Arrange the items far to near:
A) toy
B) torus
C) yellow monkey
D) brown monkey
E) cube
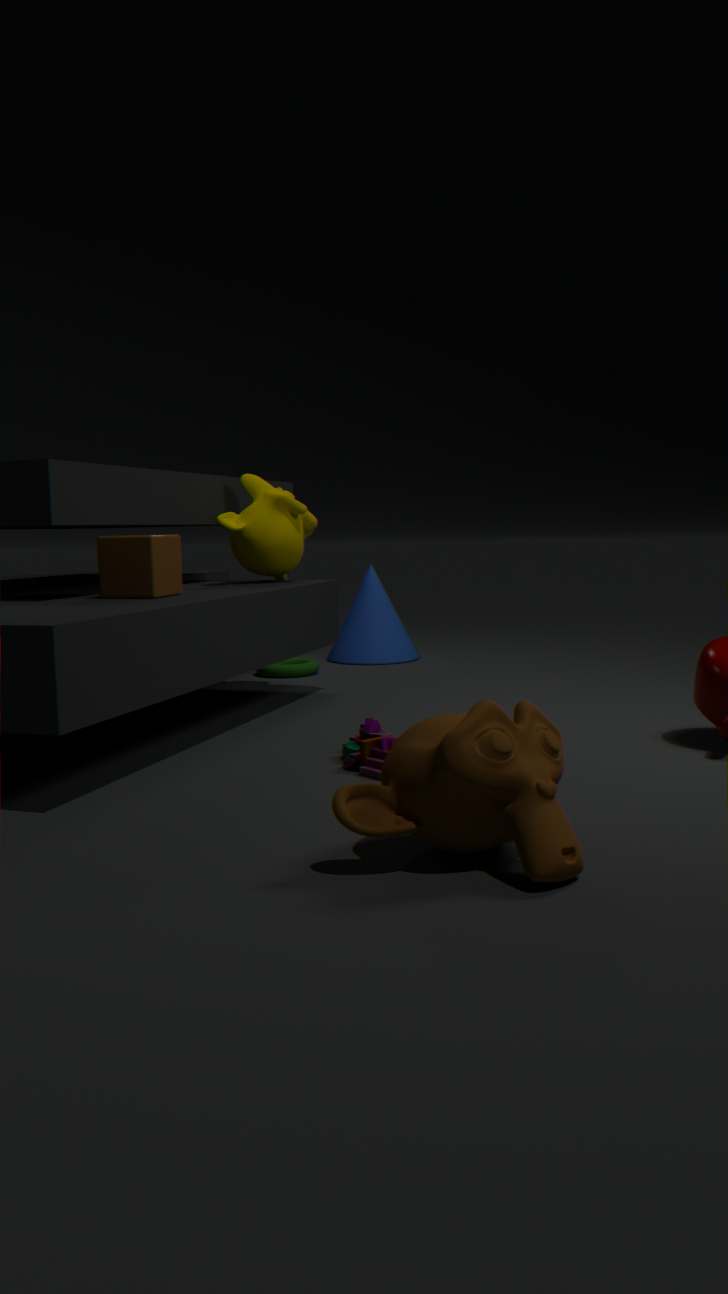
1. torus
2. yellow monkey
3. cube
4. toy
5. brown monkey
